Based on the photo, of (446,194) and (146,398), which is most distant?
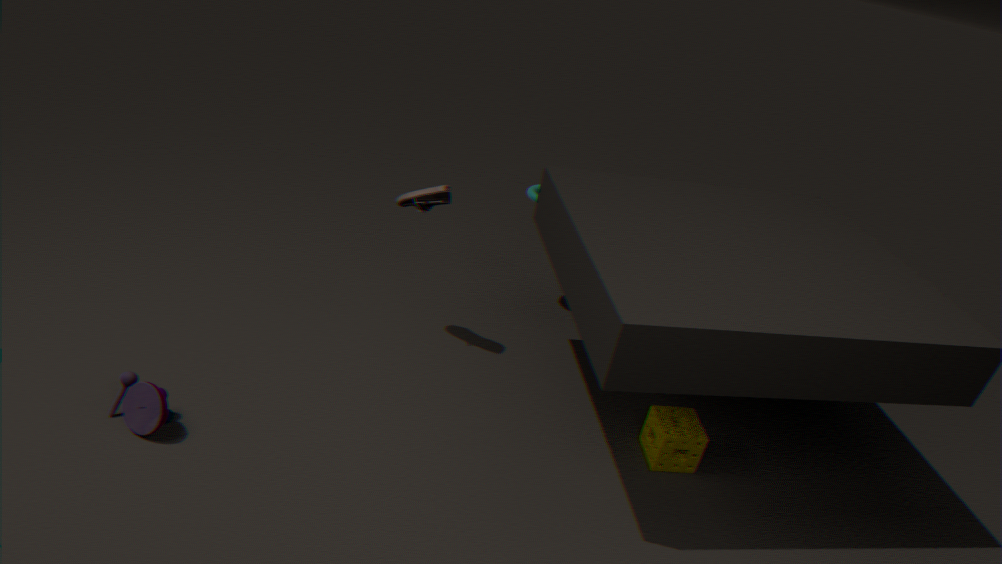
(446,194)
